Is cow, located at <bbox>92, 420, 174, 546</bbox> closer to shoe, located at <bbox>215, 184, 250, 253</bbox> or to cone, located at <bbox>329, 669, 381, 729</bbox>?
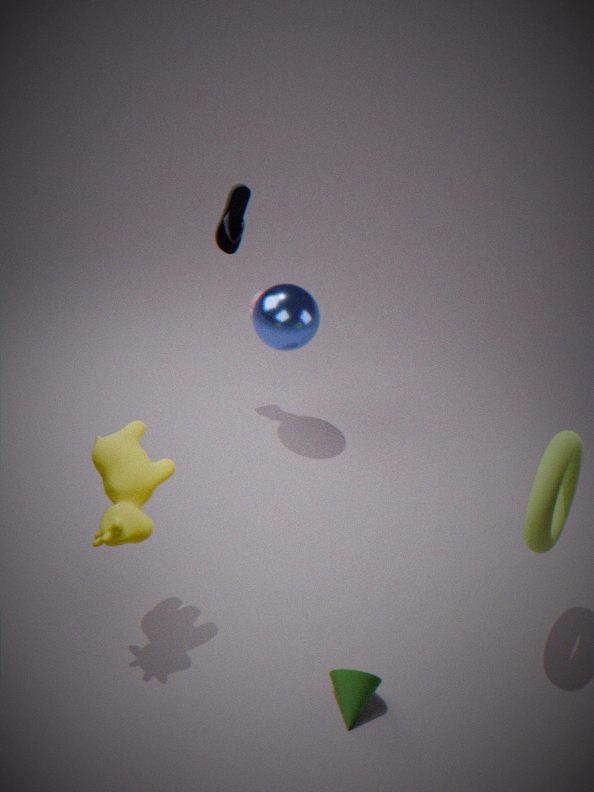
cone, located at <bbox>329, 669, 381, 729</bbox>
